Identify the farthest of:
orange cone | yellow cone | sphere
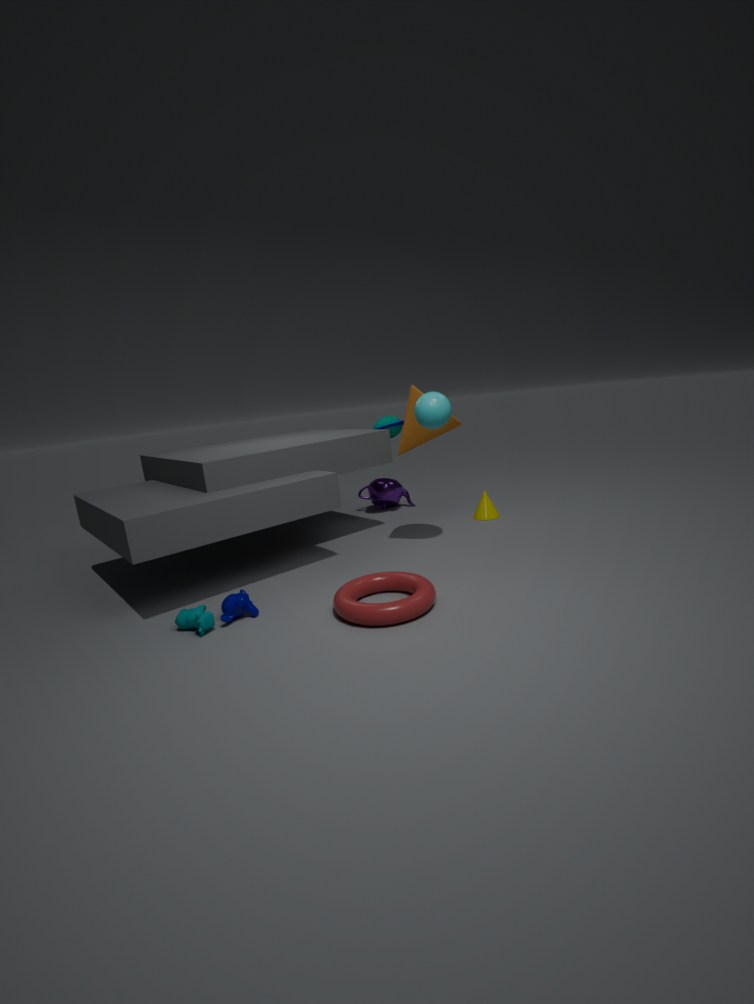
yellow cone
